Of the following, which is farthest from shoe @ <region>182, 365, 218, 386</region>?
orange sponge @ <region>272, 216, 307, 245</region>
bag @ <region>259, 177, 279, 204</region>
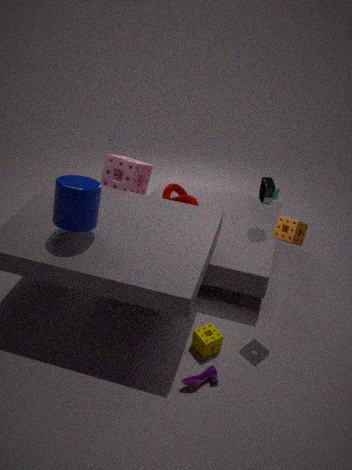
bag @ <region>259, 177, 279, 204</region>
